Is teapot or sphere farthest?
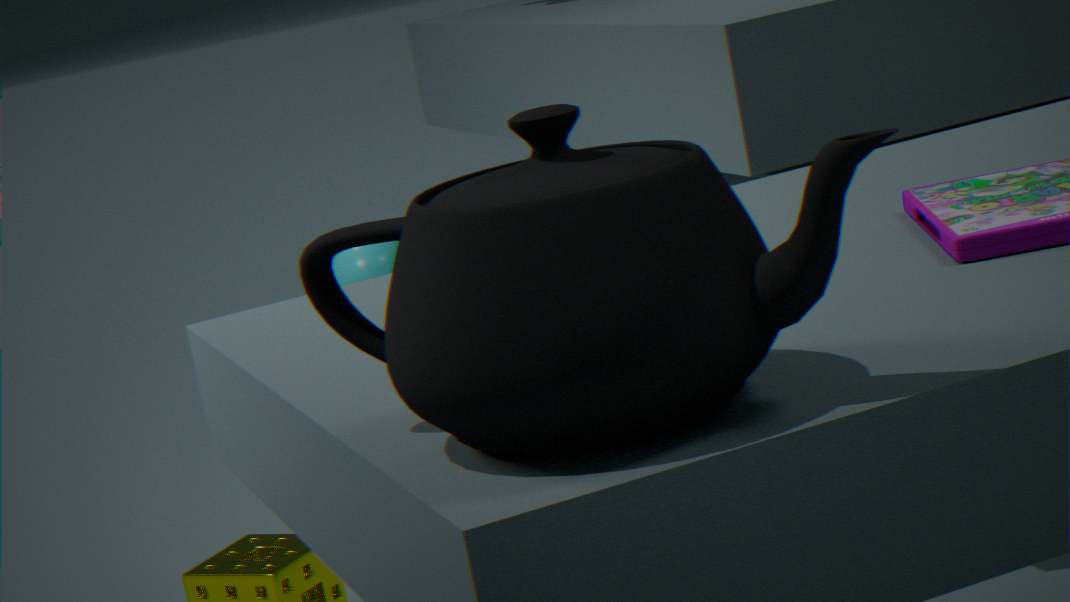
sphere
